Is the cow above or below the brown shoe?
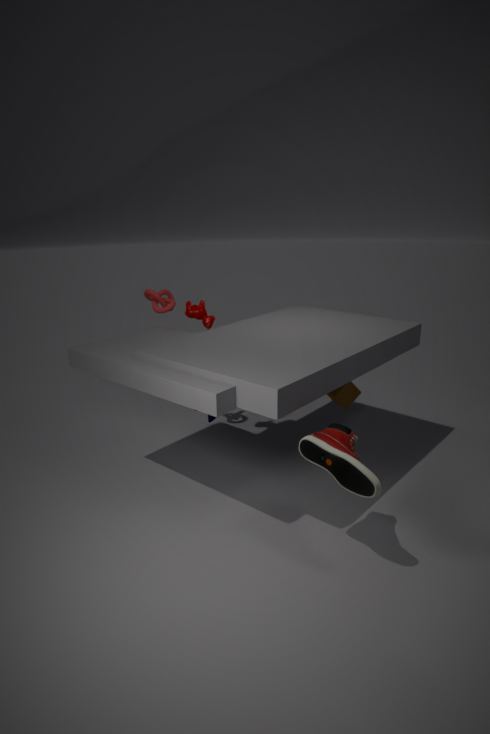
above
